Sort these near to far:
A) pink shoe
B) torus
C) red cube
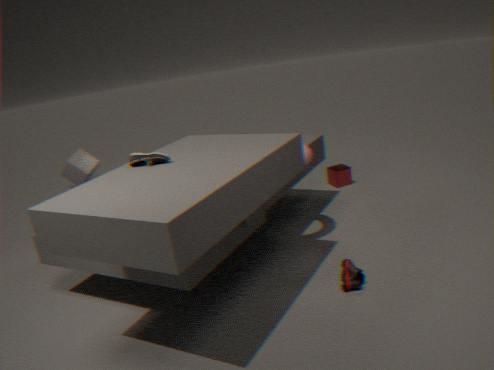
1. pink shoe
2. torus
3. red cube
